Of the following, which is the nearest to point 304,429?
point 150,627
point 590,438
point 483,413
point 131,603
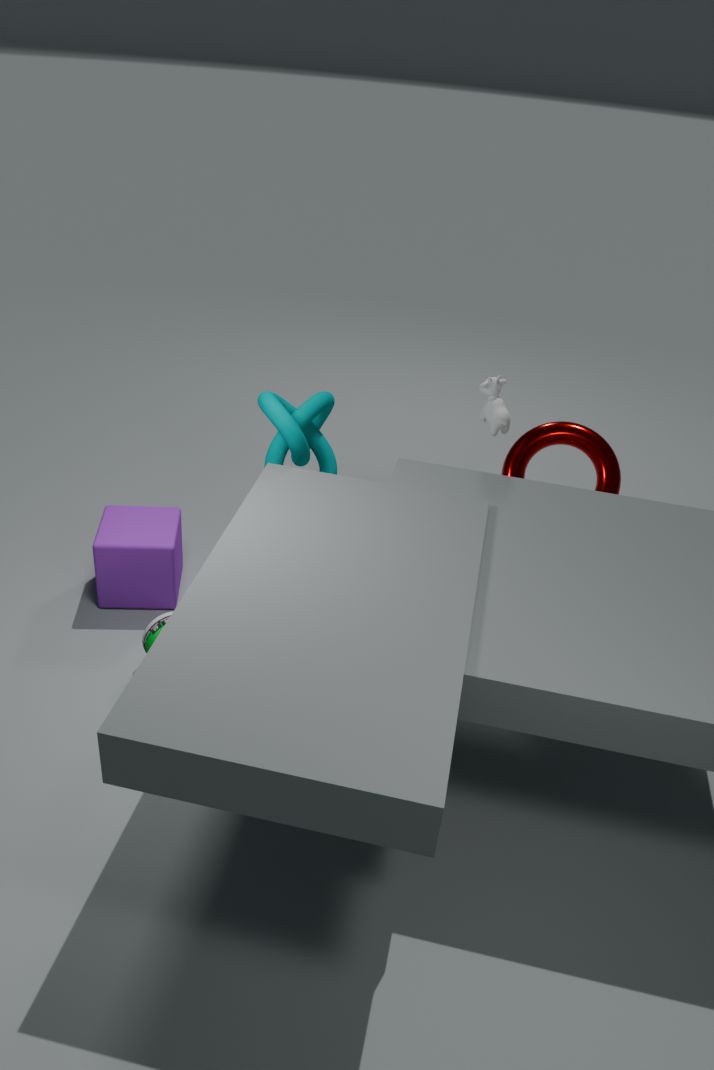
point 483,413
